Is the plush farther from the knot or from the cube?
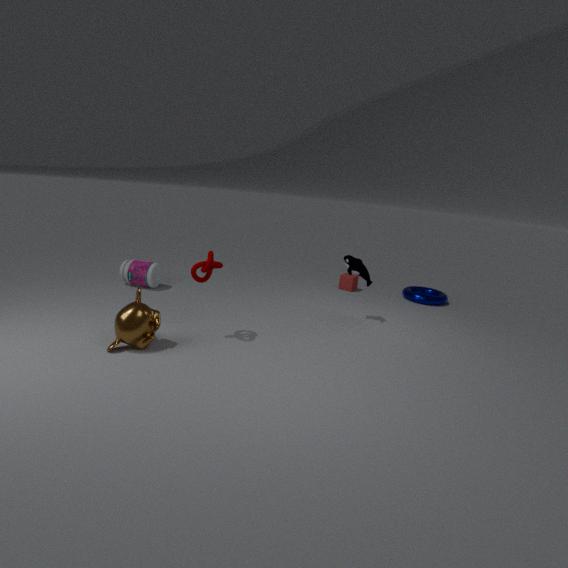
the knot
